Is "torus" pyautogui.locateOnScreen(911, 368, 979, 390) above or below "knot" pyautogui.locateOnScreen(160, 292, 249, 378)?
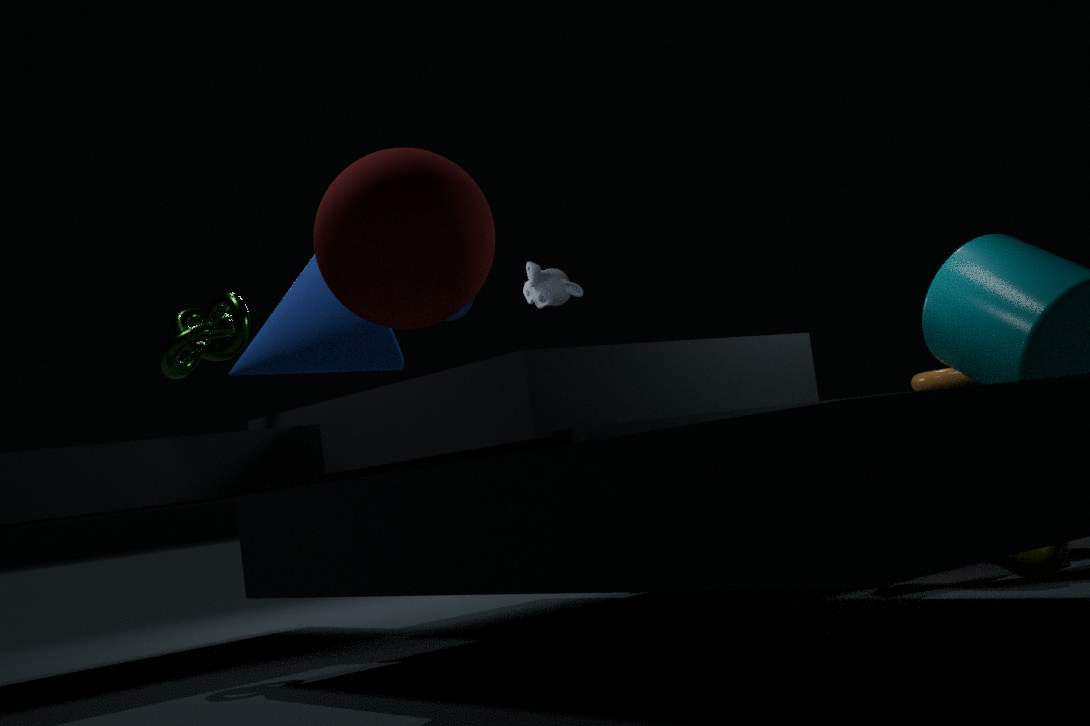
below
